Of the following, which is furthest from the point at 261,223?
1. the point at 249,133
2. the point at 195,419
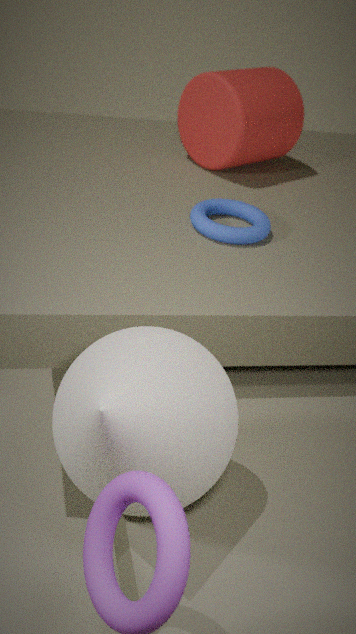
the point at 195,419
